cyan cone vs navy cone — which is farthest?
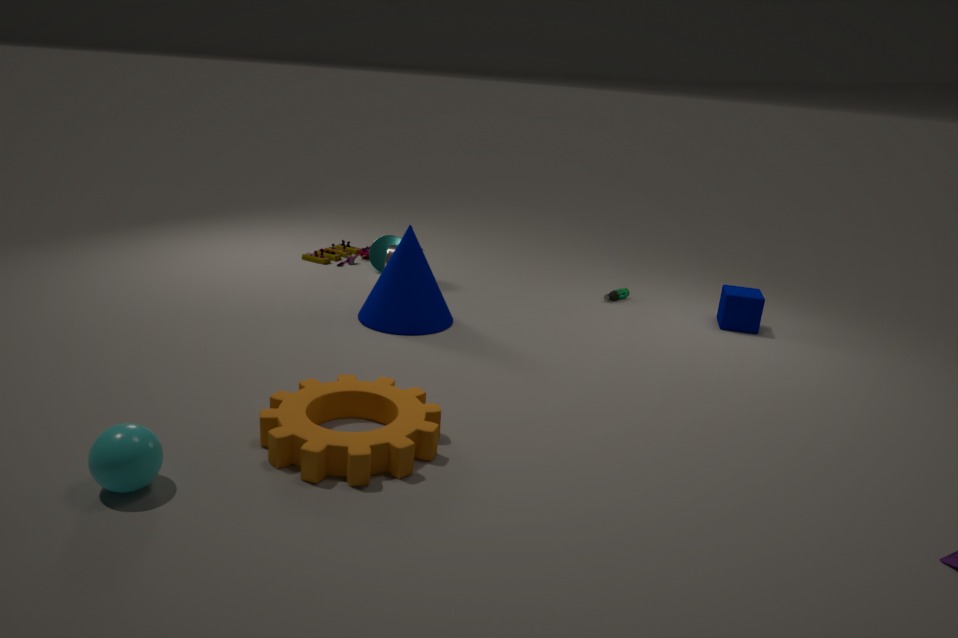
cyan cone
